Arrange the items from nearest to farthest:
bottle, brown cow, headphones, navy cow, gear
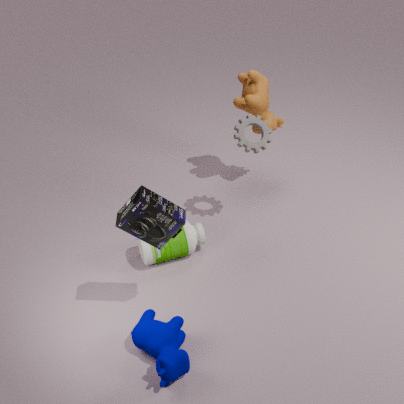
headphones, navy cow, bottle, gear, brown cow
